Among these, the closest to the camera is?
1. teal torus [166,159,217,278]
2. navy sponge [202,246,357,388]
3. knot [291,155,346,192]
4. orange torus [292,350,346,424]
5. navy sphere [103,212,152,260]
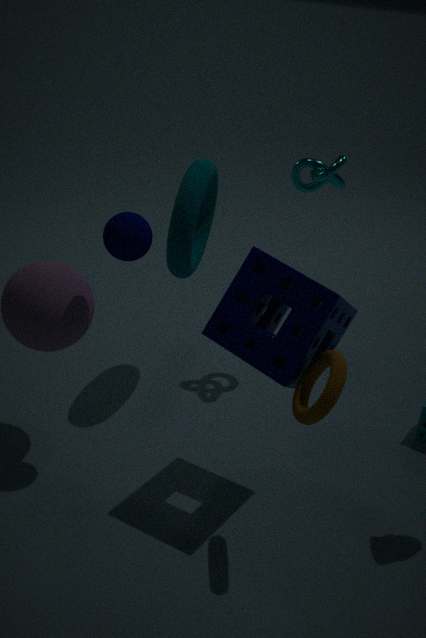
orange torus [292,350,346,424]
